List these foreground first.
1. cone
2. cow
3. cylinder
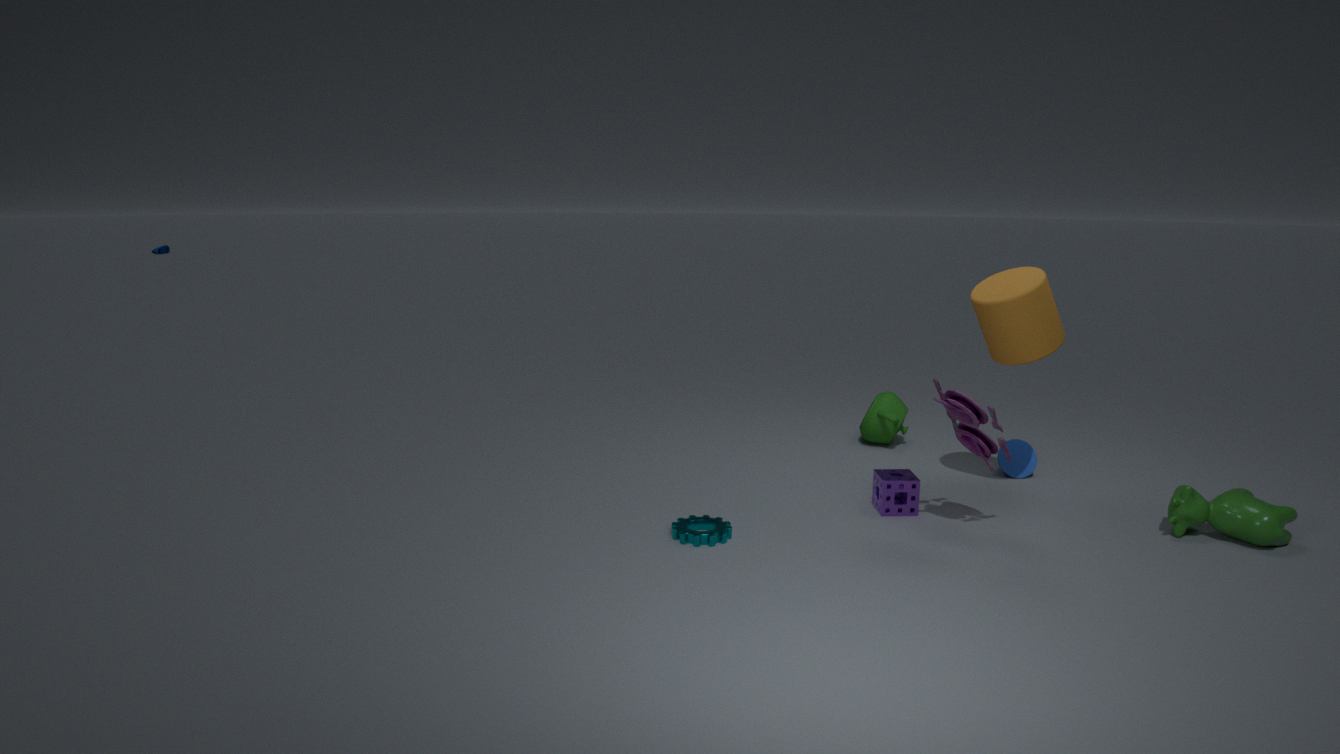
cow, cylinder, cone
